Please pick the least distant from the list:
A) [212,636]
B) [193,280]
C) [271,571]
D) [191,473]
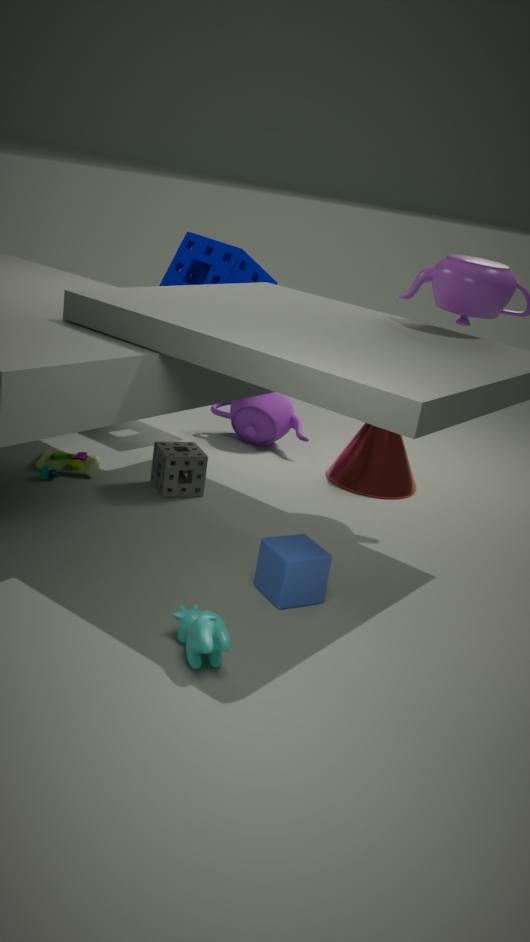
[212,636]
